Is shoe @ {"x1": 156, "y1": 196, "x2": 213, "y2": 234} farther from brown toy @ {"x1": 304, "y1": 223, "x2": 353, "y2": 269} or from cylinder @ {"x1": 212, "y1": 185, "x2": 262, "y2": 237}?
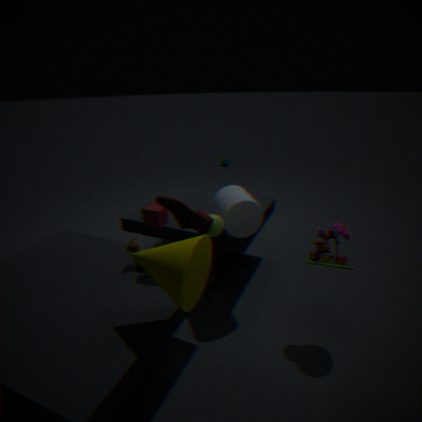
brown toy @ {"x1": 304, "y1": 223, "x2": 353, "y2": 269}
